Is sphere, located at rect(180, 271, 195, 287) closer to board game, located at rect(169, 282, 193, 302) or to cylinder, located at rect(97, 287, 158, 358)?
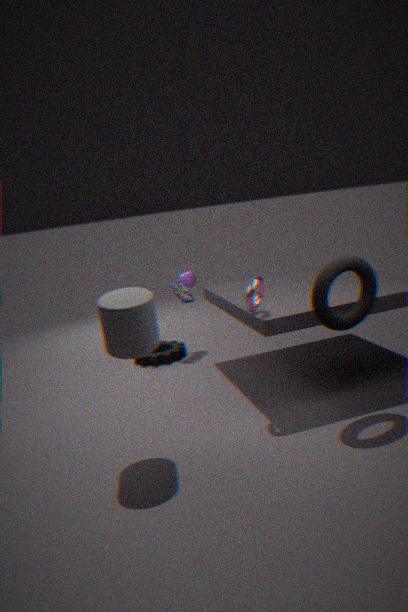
board game, located at rect(169, 282, 193, 302)
